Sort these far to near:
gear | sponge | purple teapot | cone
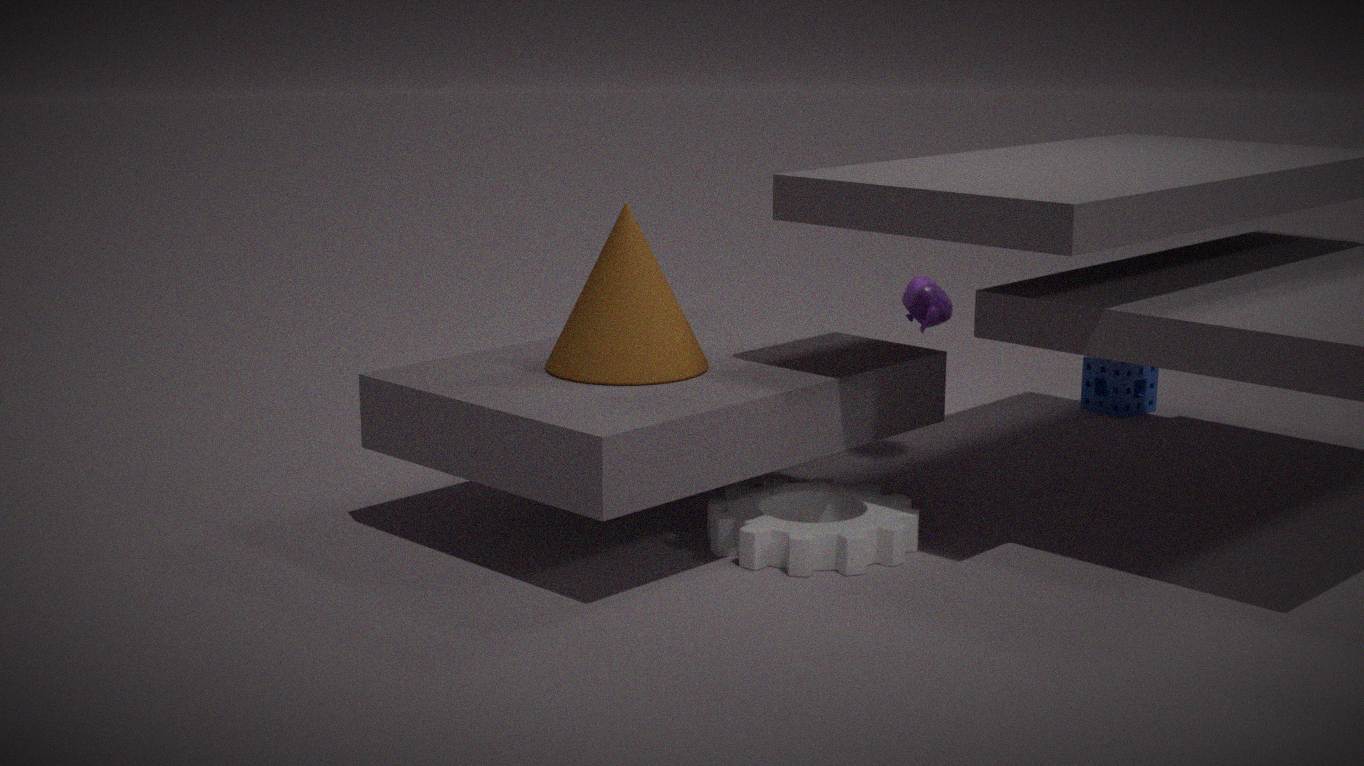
sponge → purple teapot → cone → gear
